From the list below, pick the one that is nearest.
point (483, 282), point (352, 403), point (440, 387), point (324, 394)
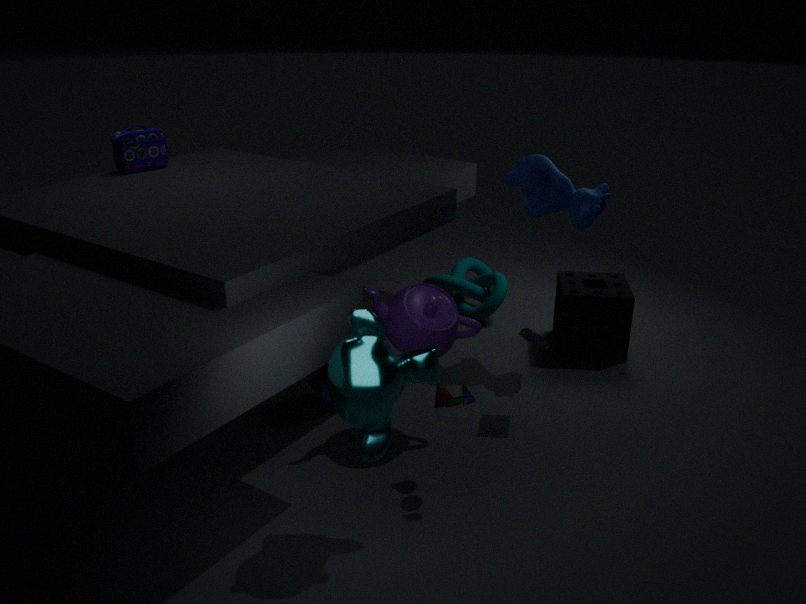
point (352, 403)
